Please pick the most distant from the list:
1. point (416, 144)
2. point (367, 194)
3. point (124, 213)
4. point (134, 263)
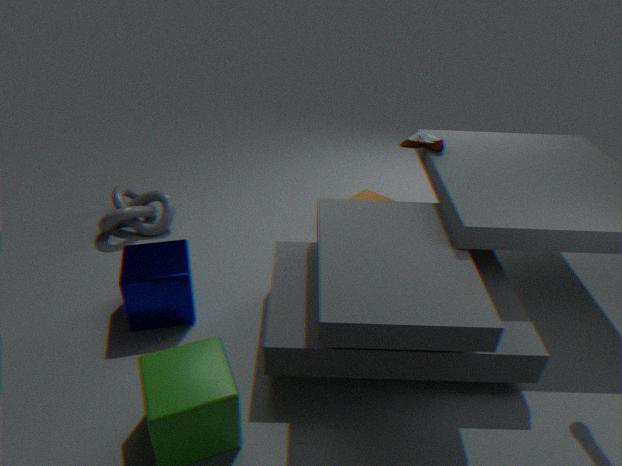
point (367, 194)
